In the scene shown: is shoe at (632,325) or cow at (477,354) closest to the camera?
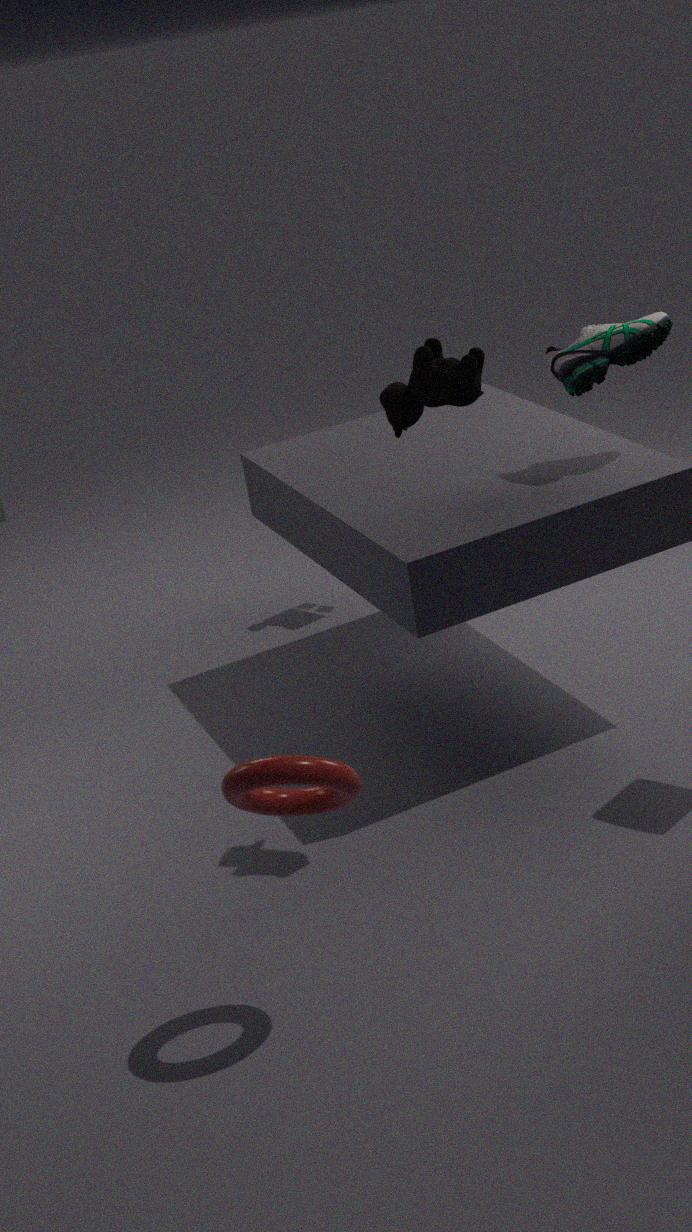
cow at (477,354)
